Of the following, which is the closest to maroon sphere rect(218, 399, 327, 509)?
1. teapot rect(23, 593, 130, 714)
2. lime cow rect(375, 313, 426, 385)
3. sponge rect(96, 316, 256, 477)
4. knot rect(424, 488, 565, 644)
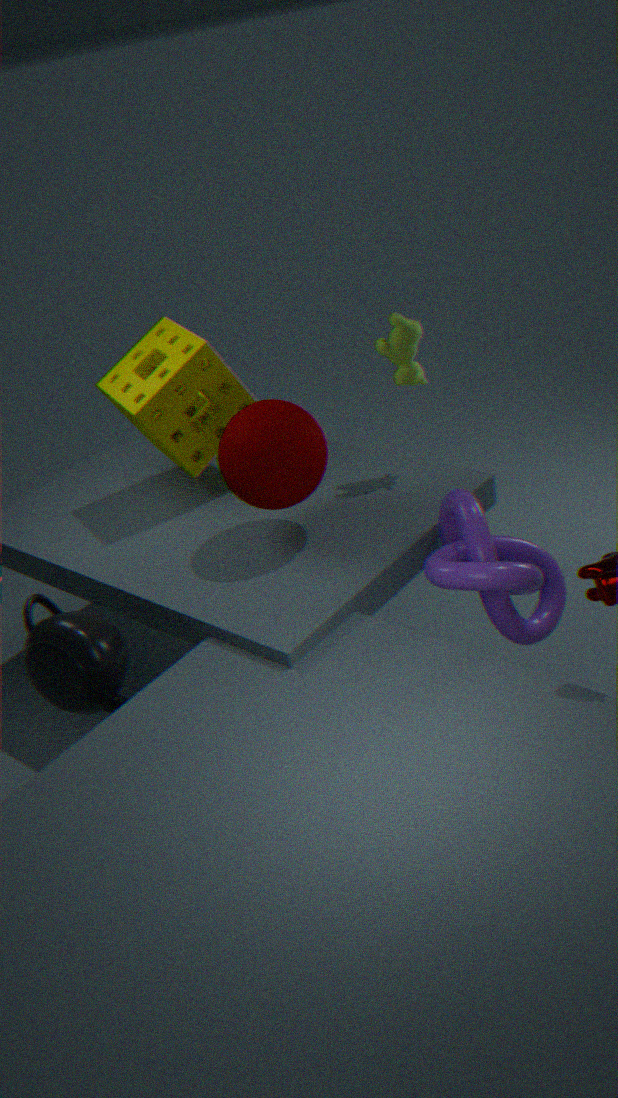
sponge rect(96, 316, 256, 477)
